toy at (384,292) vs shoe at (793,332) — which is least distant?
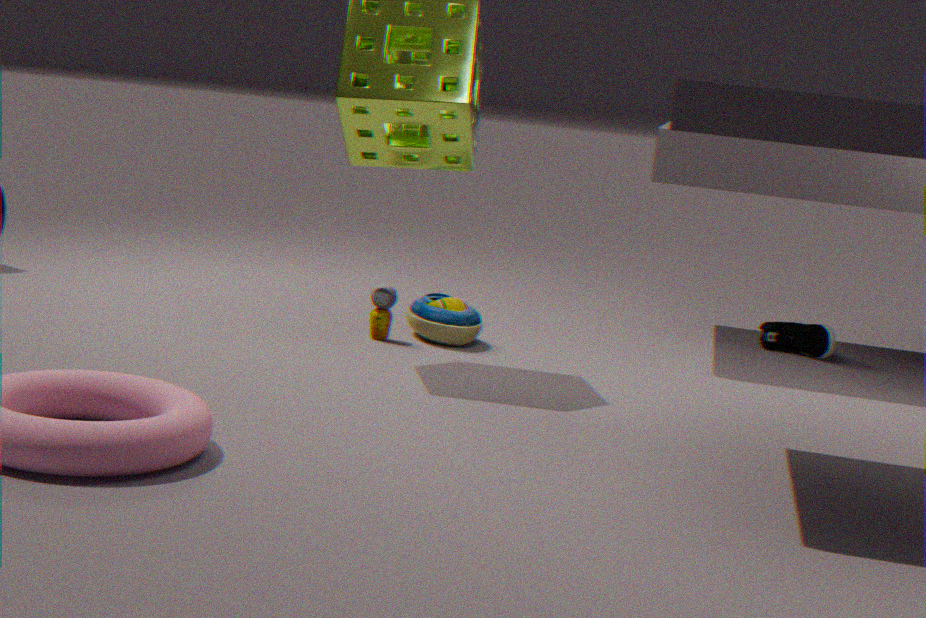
toy at (384,292)
